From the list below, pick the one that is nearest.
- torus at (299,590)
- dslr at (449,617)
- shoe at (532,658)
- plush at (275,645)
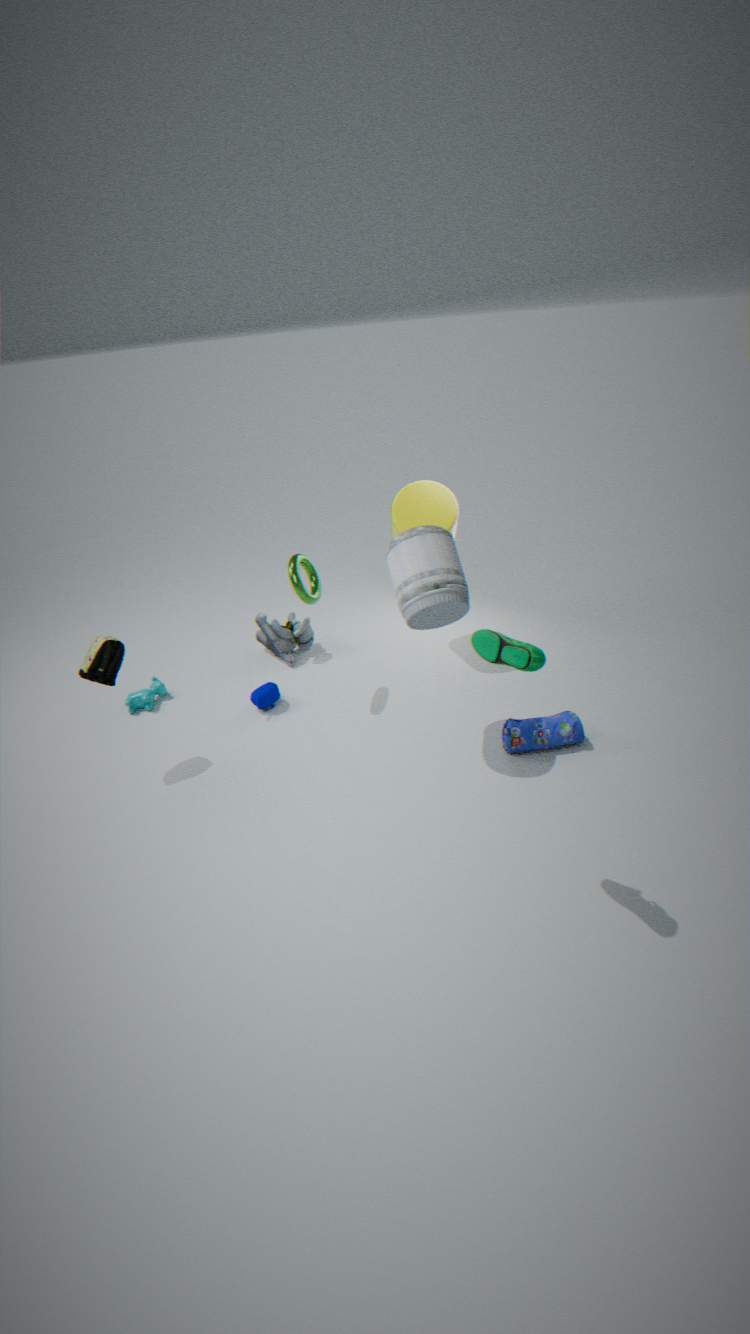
shoe at (532,658)
